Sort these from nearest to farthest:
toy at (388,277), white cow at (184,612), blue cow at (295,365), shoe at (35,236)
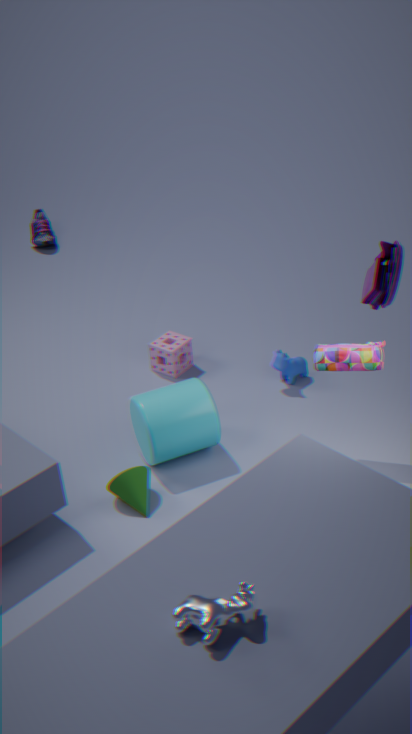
white cow at (184,612) → toy at (388,277) → blue cow at (295,365) → shoe at (35,236)
